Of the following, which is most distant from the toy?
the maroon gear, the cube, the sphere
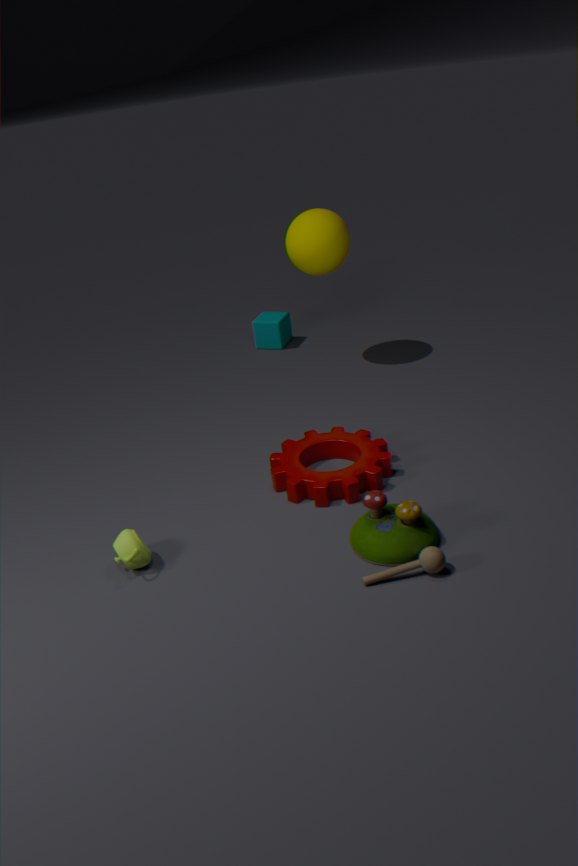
the cube
